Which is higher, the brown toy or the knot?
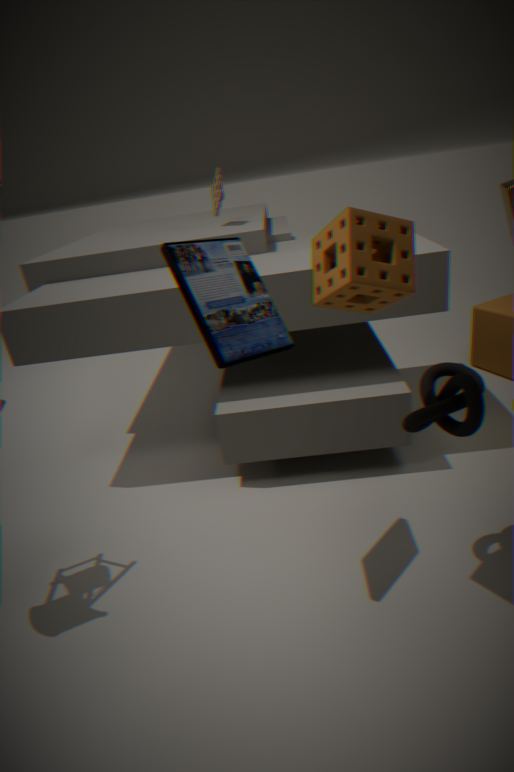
the brown toy
